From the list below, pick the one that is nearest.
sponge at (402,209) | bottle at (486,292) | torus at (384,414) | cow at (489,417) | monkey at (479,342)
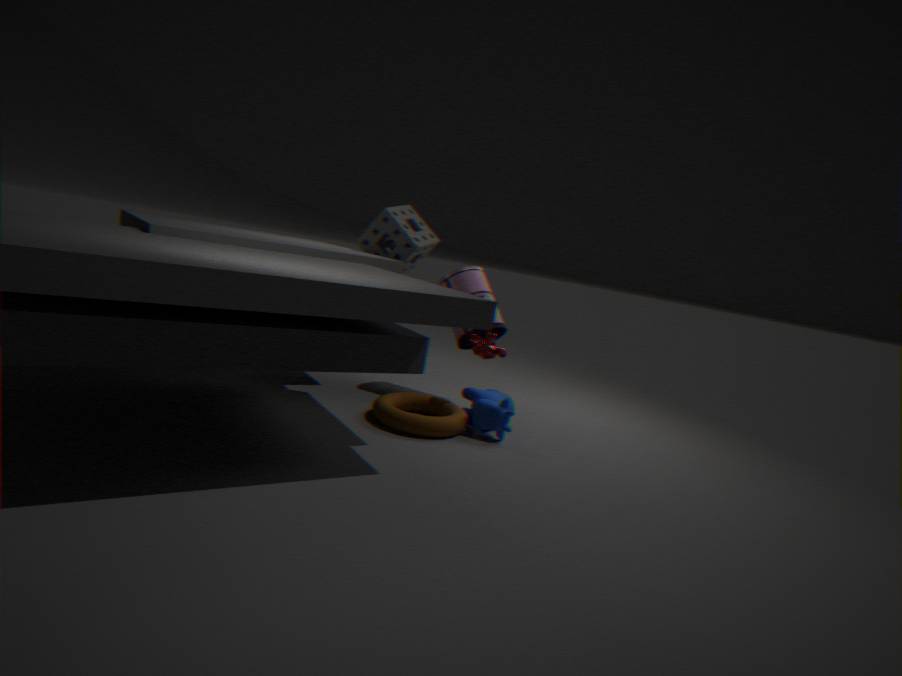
torus at (384,414)
